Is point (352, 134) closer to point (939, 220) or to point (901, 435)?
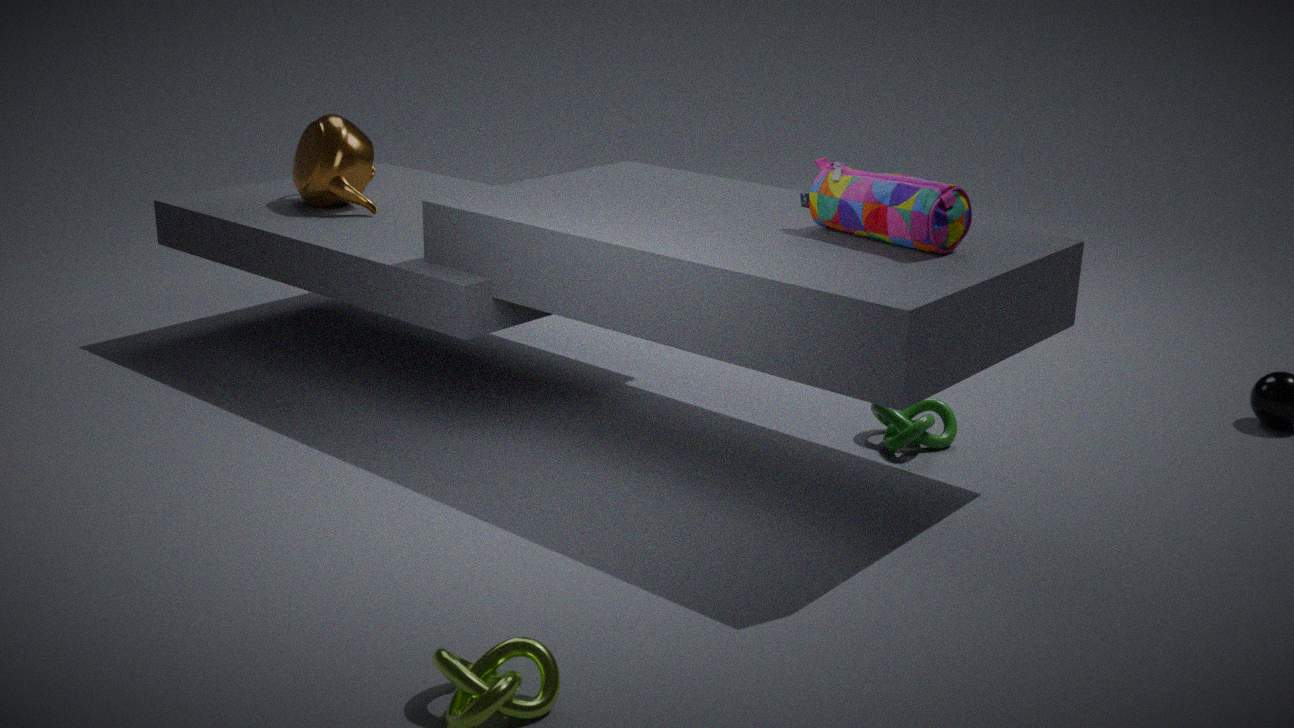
point (939, 220)
